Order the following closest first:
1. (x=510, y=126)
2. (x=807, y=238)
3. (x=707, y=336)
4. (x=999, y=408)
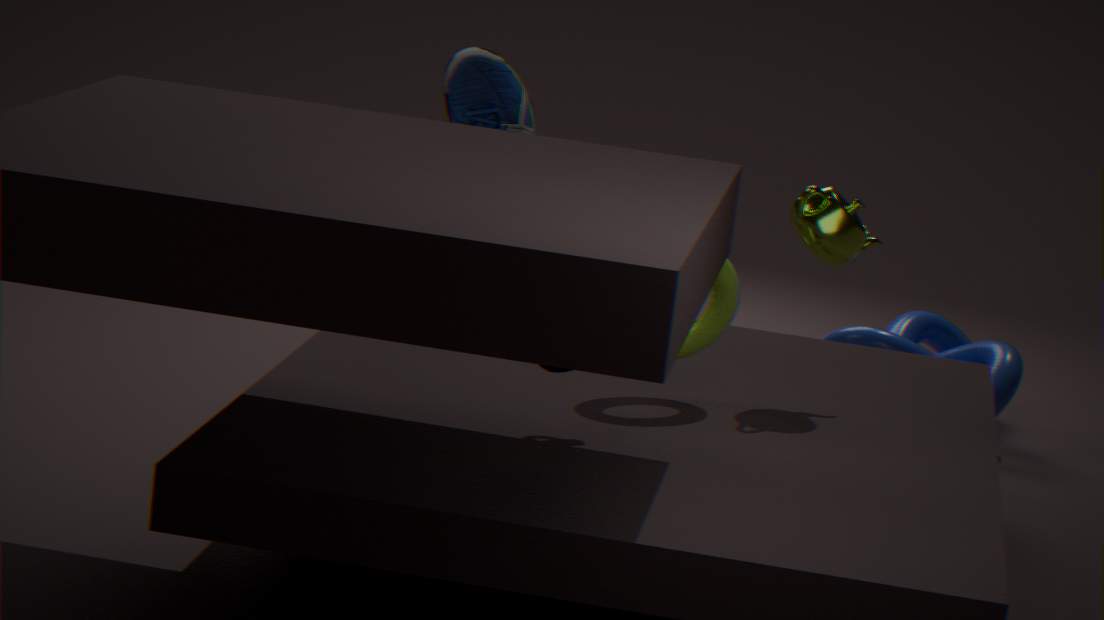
1. (x=707, y=336)
2. (x=807, y=238)
3. (x=510, y=126)
4. (x=999, y=408)
